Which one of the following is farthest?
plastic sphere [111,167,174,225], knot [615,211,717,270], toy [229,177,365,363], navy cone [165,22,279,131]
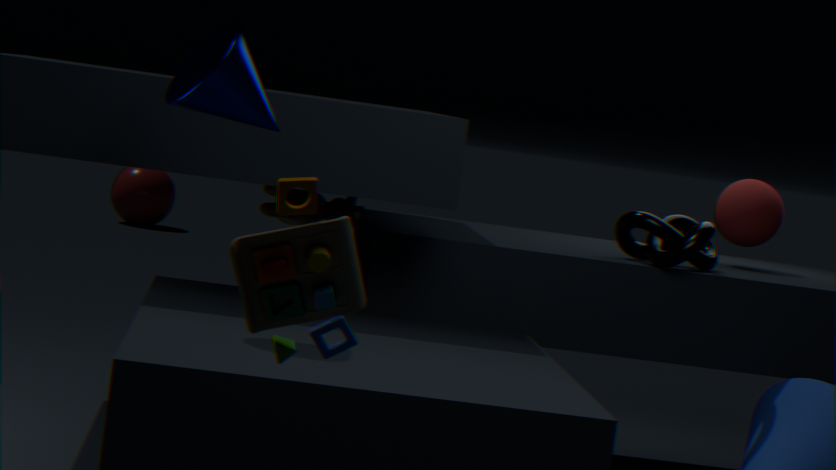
plastic sphere [111,167,174,225]
